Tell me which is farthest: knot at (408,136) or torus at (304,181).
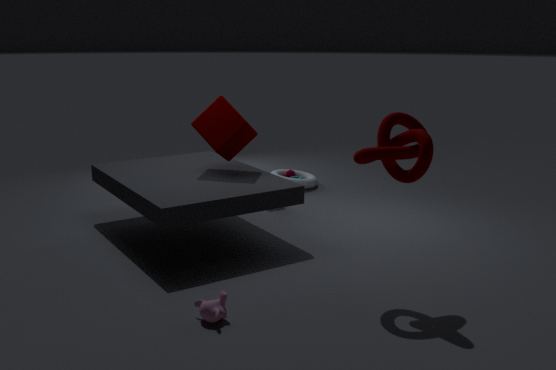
torus at (304,181)
